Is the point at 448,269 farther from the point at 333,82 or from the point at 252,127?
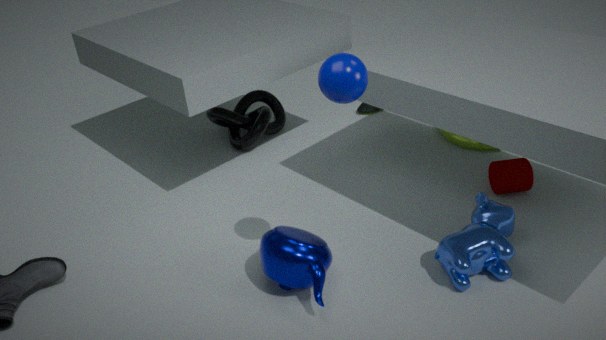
the point at 252,127
